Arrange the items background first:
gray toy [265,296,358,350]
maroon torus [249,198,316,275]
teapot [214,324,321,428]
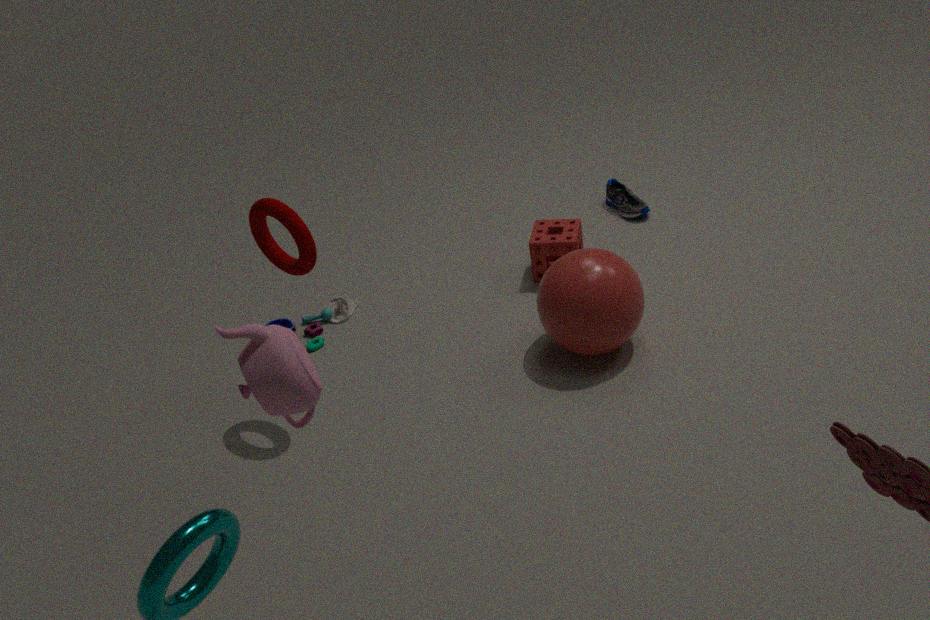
1. gray toy [265,296,358,350]
2. maroon torus [249,198,316,275]
3. teapot [214,324,321,428]
